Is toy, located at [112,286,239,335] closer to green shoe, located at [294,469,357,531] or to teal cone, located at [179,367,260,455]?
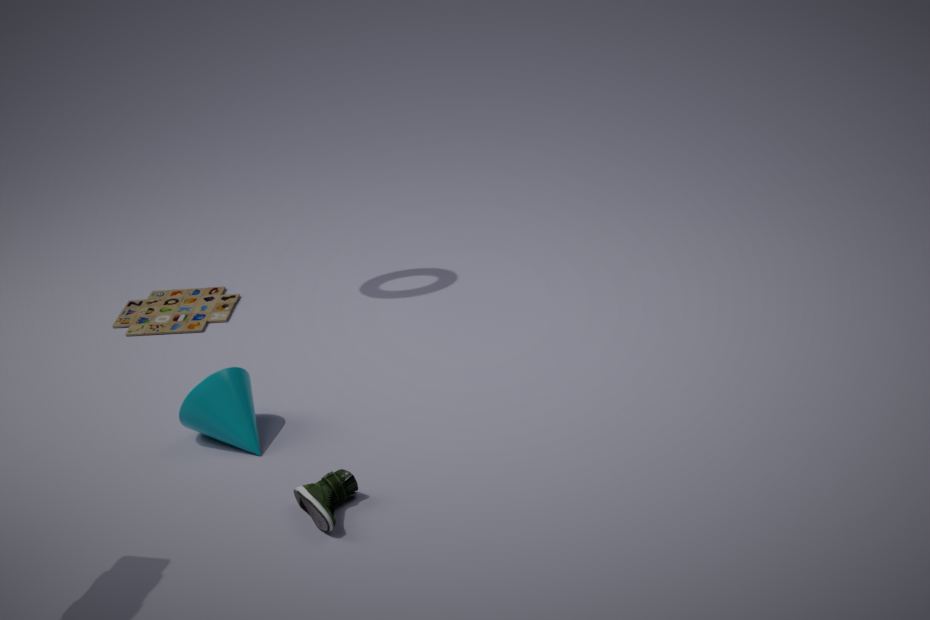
teal cone, located at [179,367,260,455]
